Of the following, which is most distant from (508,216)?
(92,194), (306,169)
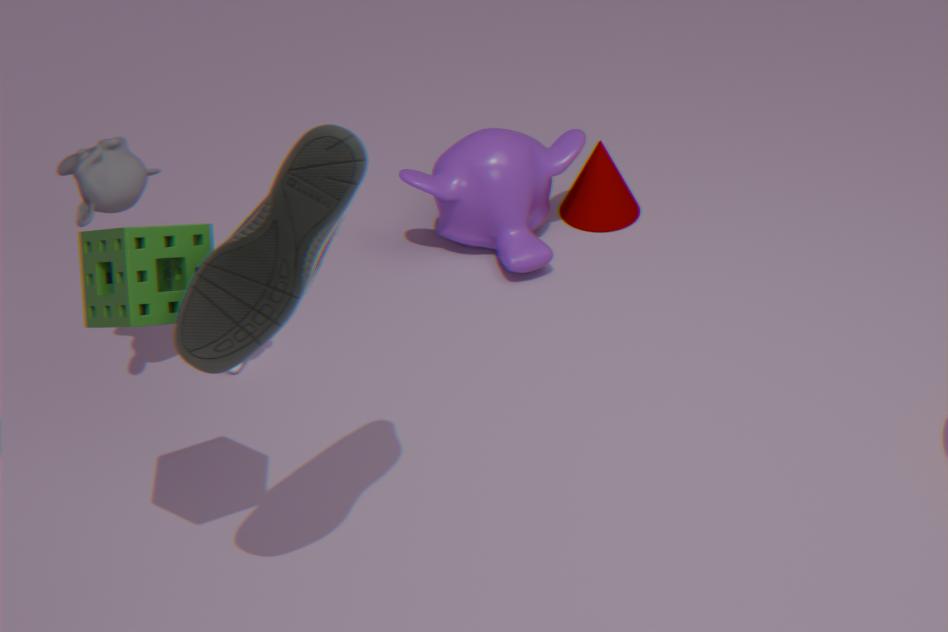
(306,169)
